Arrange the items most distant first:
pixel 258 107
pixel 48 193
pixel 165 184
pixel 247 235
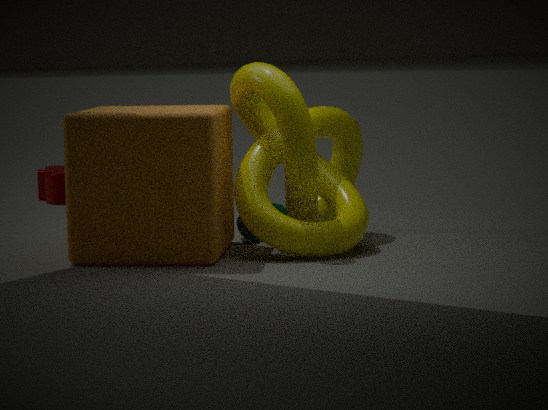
1. pixel 48 193
2. pixel 247 235
3. pixel 258 107
4. pixel 165 184
